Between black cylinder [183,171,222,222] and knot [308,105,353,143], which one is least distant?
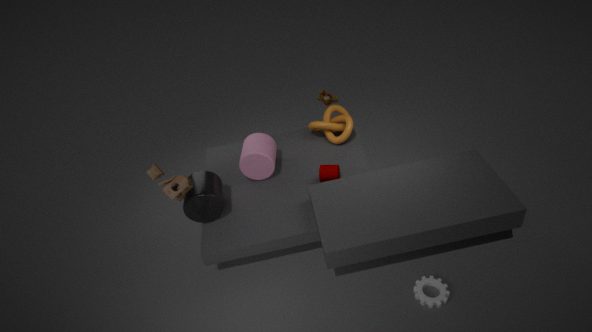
black cylinder [183,171,222,222]
